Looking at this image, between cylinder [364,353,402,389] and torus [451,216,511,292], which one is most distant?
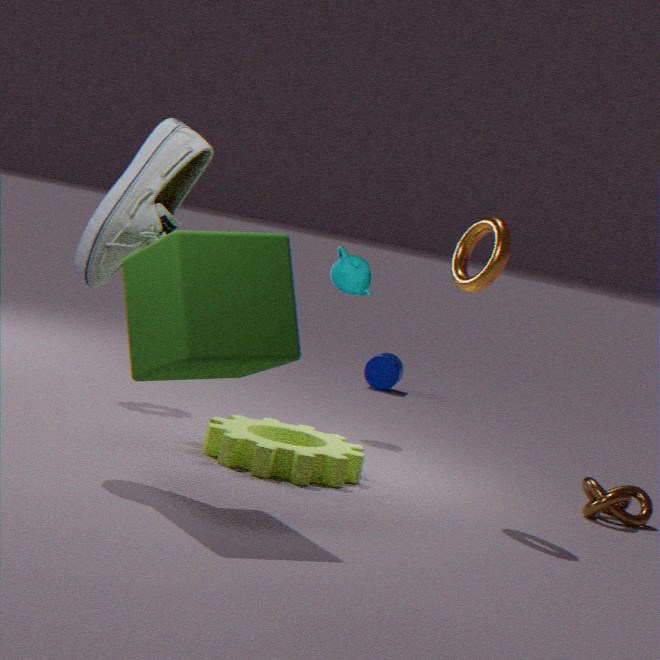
cylinder [364,353,402,389]
